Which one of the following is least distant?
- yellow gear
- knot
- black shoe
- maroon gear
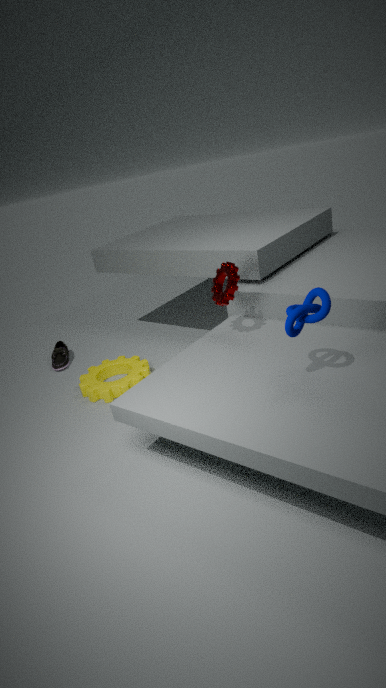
knot
